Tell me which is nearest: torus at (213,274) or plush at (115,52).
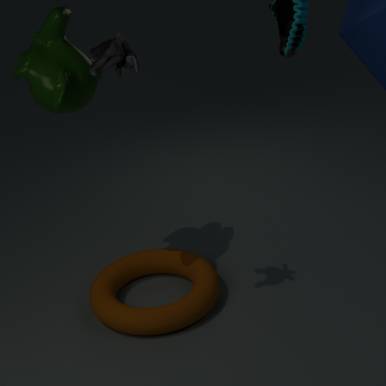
plush at (115,52)
